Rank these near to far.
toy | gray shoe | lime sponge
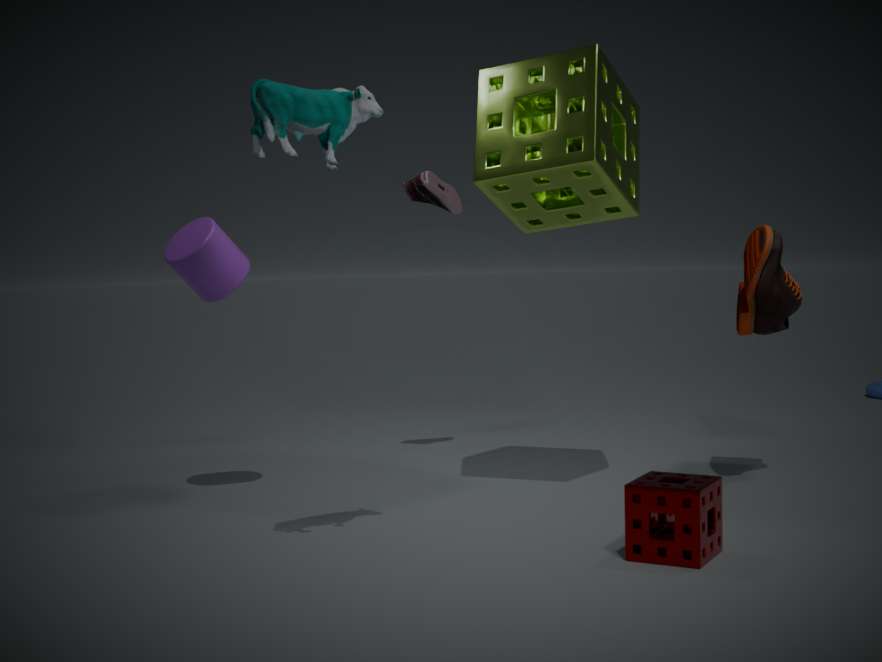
toy
lime sponge
gray shoe
